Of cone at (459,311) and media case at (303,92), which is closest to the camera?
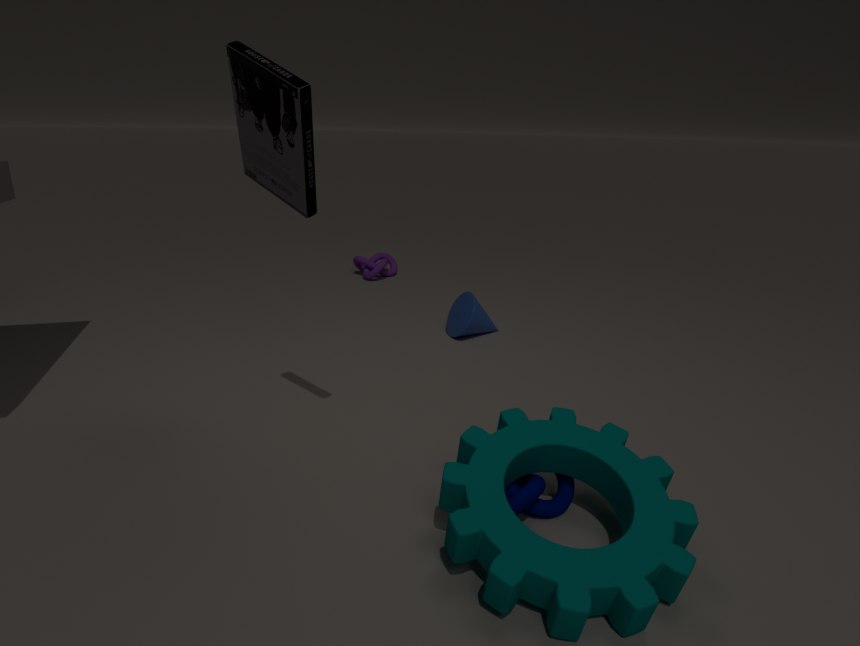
media case at (303,92)
